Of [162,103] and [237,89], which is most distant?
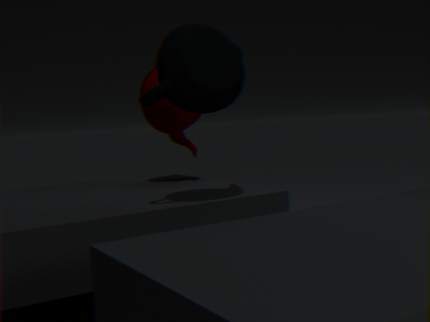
[162,103]
